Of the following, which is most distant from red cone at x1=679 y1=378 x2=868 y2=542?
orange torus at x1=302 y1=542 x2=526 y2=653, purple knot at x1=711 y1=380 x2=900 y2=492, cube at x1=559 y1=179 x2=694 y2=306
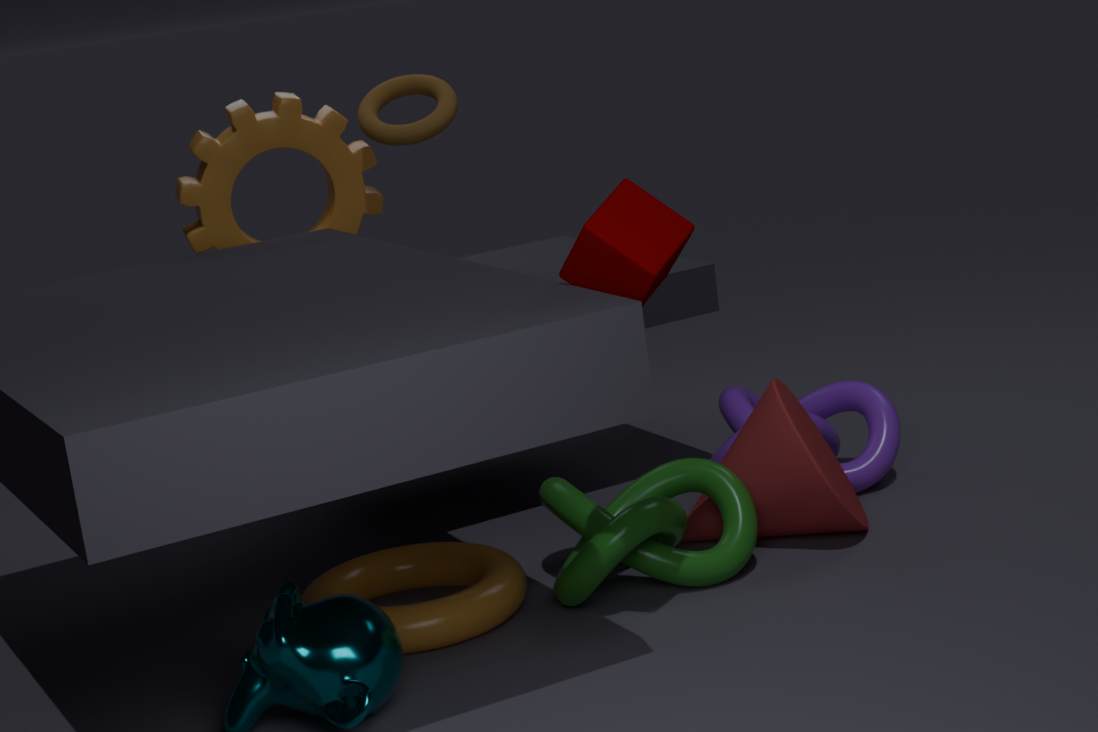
cube at x1=559 y1=179 x2=694 y2=306
